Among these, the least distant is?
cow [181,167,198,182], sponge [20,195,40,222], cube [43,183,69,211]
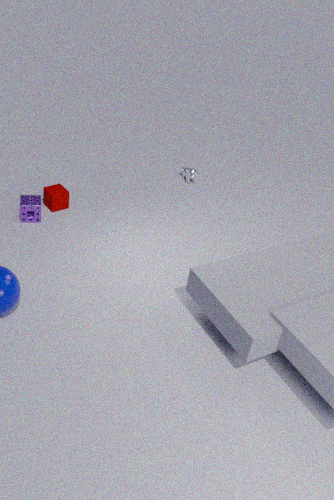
sponge [20,195,40,222]
